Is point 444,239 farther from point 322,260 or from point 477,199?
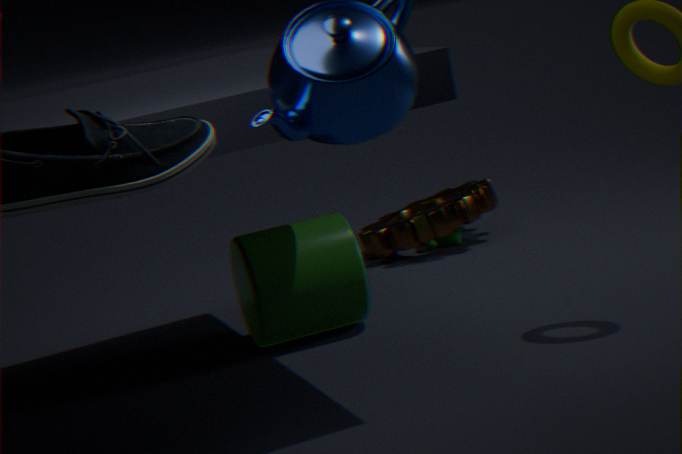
point 322,260
